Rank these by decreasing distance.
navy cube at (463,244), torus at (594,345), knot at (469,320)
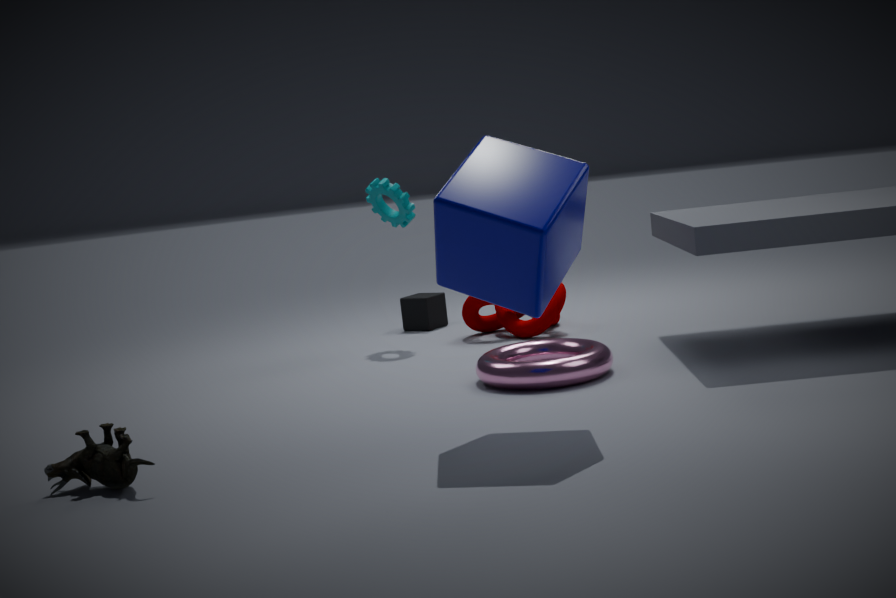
knot at (469,320) < torus at (594,345) < navy cube at (463,244)
